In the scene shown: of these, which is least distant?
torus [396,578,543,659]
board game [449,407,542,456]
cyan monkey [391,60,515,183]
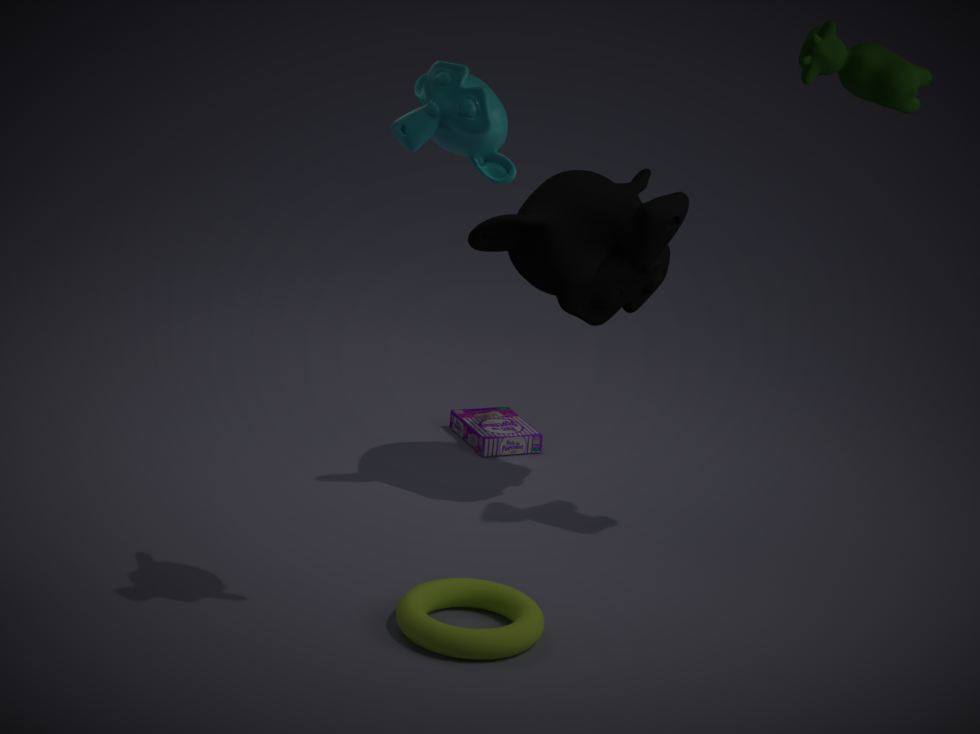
cyan monkey [391,60,515,183]
